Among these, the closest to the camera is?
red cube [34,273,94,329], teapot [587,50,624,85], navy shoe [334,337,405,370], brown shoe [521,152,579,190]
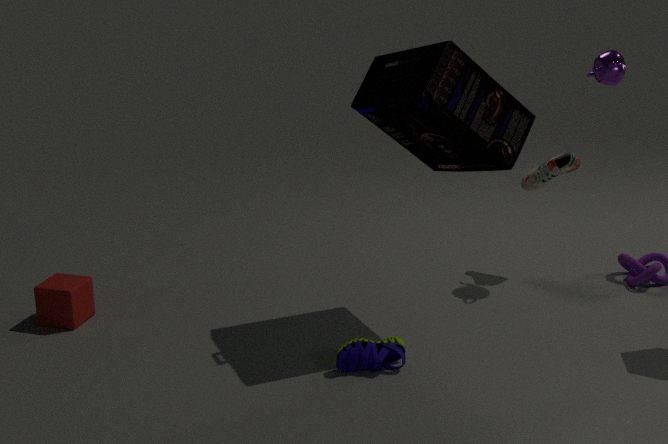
navy shoe [334,337,405,370]
